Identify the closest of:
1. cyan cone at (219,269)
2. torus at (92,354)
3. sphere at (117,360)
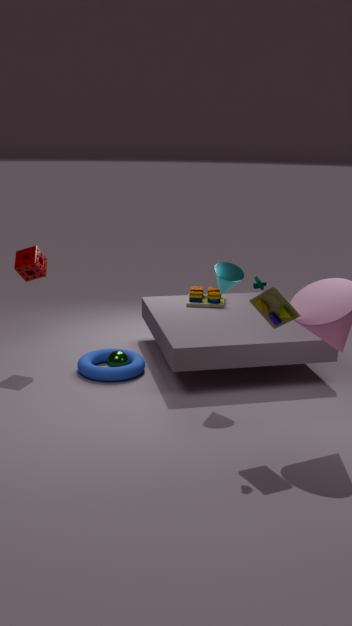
cyan cone at (219,269)
